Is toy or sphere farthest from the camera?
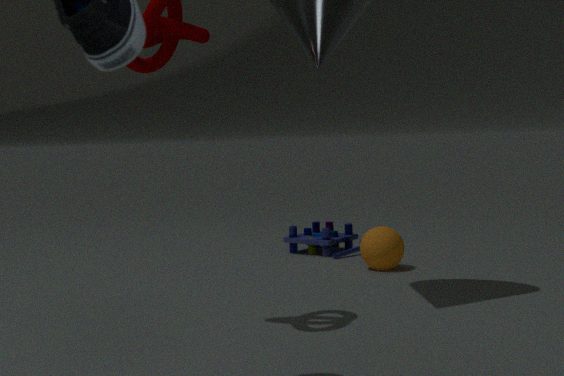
toy
